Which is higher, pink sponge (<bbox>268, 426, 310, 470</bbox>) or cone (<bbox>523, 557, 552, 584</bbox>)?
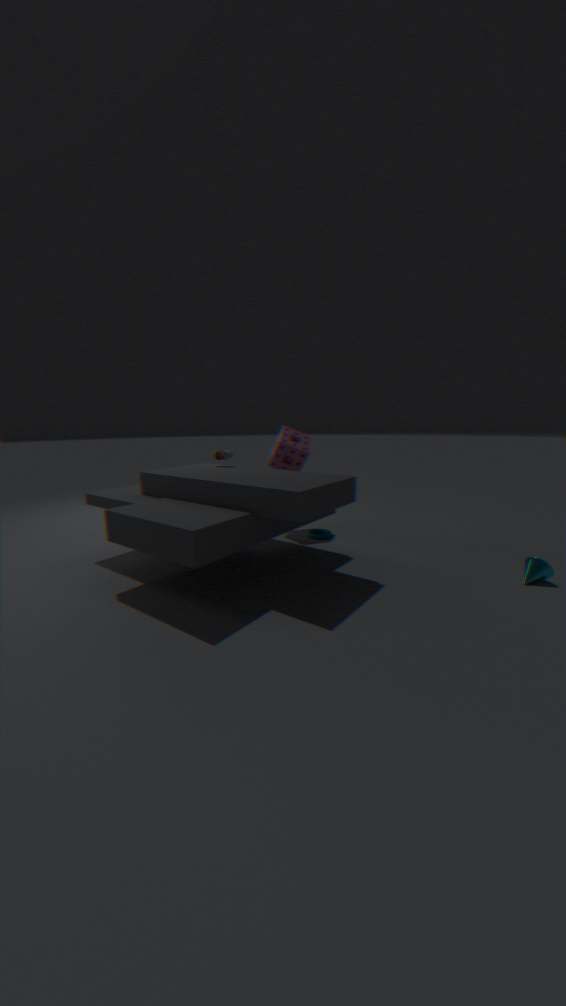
pink sponge (<bbox>268, 426, 310, 470</bbox>)
